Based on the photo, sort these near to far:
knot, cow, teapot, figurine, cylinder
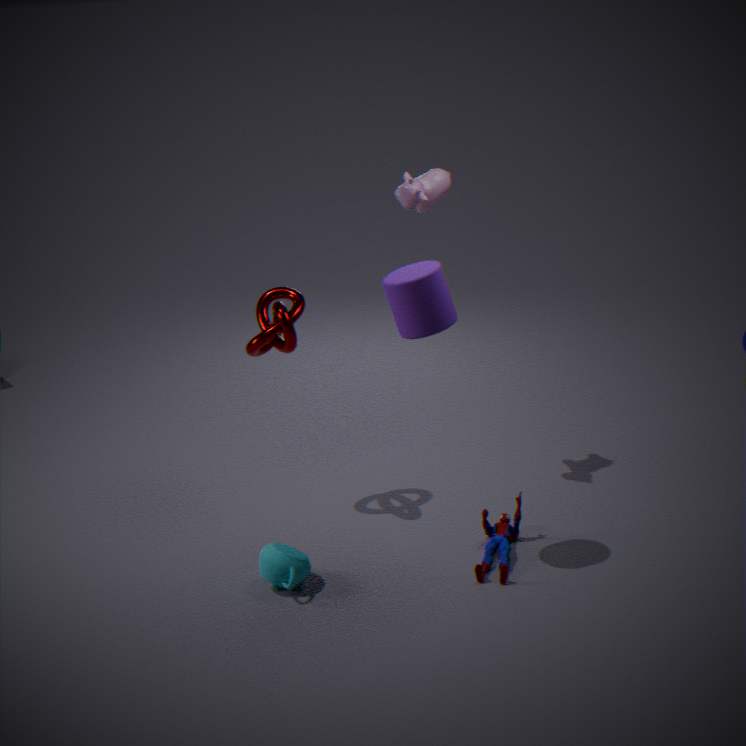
1. cylinder
2. teapot
3. figurine
4. knot
5. cow
